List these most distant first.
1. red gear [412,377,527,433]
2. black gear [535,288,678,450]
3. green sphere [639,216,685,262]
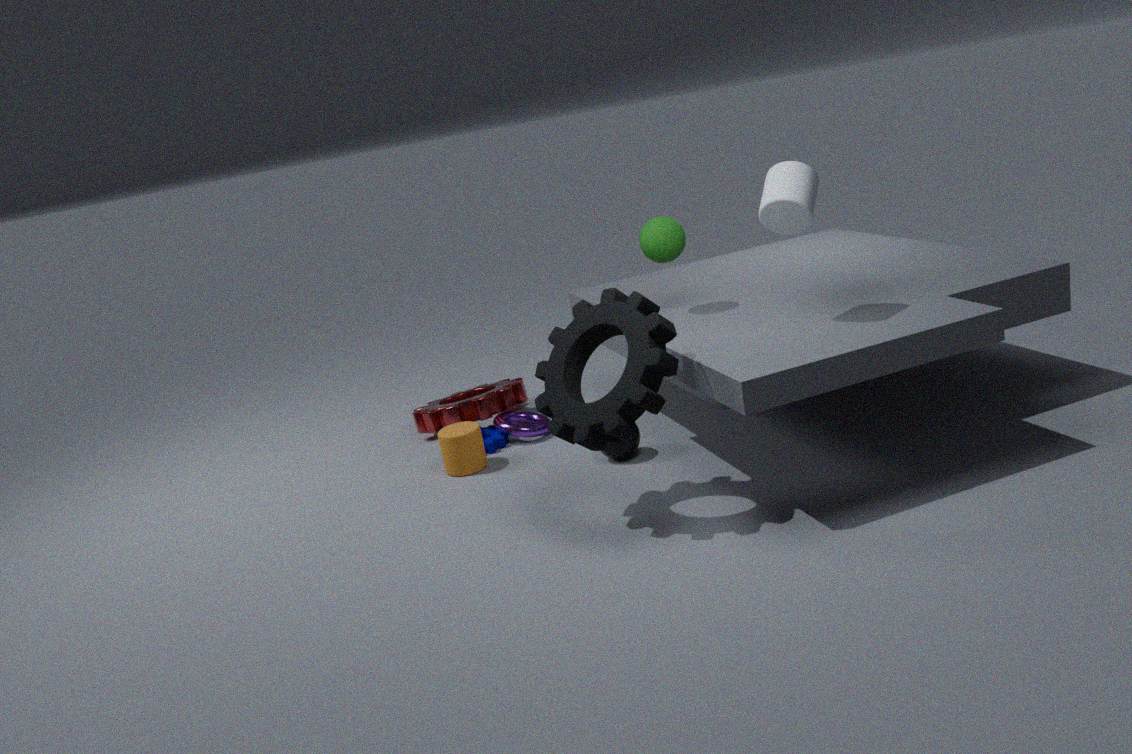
red gear [412,377,527,433] → green sphere [639,216,685,262] → black gear [535,288,678,450]
